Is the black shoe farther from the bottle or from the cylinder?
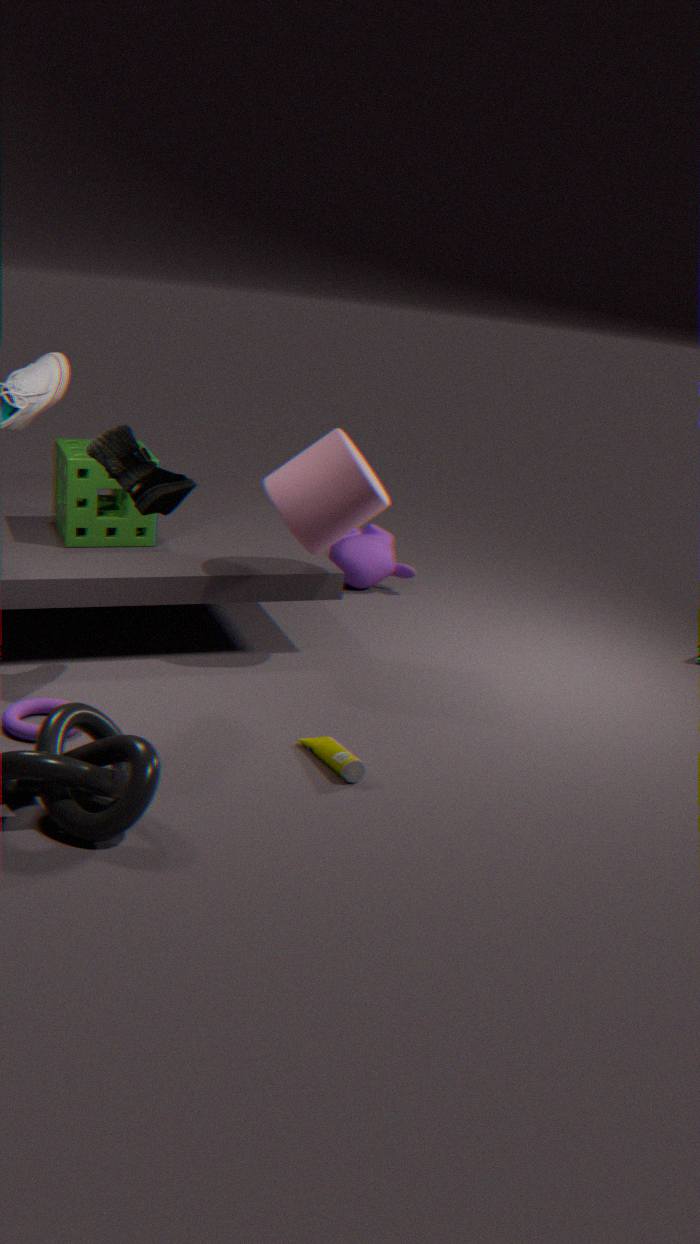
the bottle
